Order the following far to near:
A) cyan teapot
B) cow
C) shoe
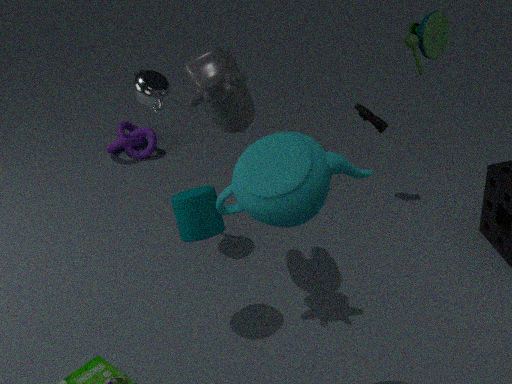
C. shoe
B. cow
A. cyan teapot
